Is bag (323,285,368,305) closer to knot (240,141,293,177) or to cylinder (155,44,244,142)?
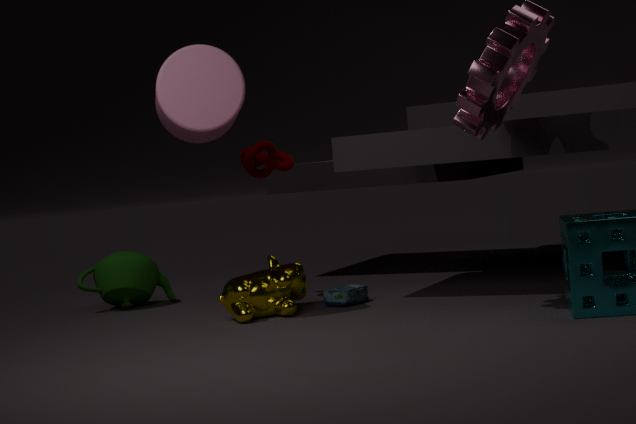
knot (240,141,293,177)
